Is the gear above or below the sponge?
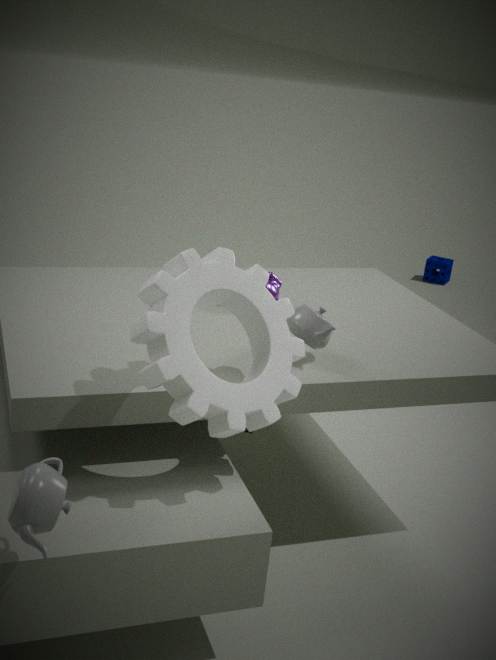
above
